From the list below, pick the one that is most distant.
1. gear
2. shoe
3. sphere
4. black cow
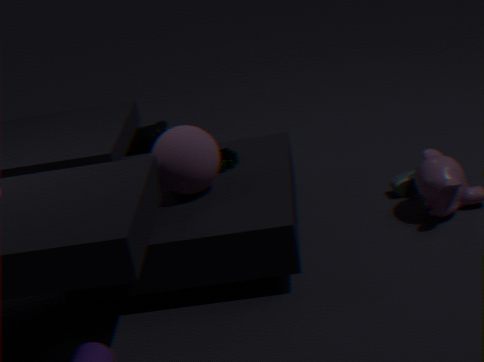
black cow
